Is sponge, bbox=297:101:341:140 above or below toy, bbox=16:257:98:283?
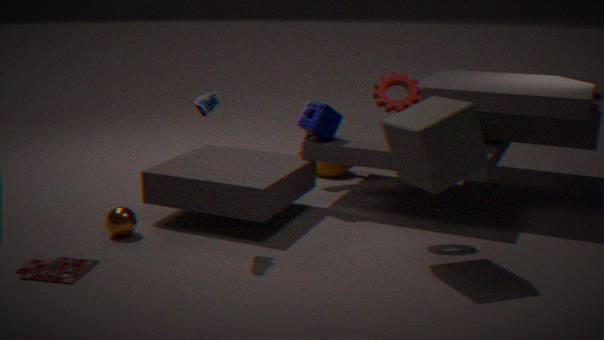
above
